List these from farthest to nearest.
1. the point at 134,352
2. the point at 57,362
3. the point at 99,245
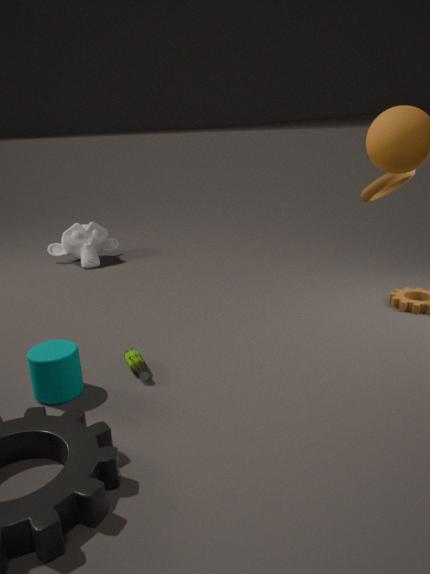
the point at 99,245
the point at 134,352
the point at 57,362
